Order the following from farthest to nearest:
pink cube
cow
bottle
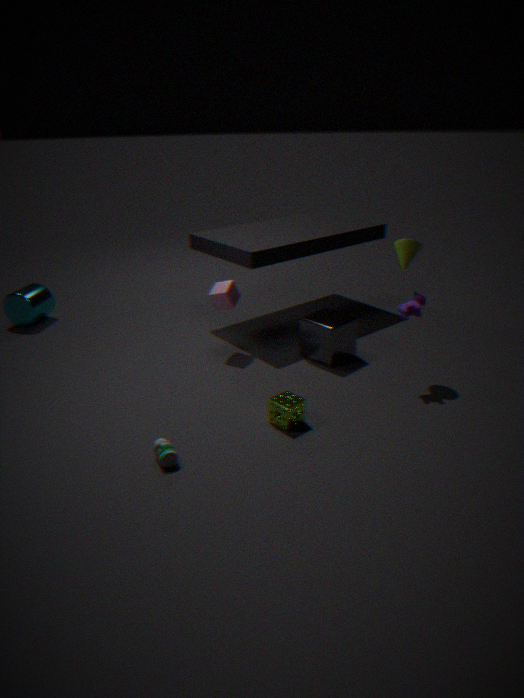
1. pink cube
2. cow
3. bottle
